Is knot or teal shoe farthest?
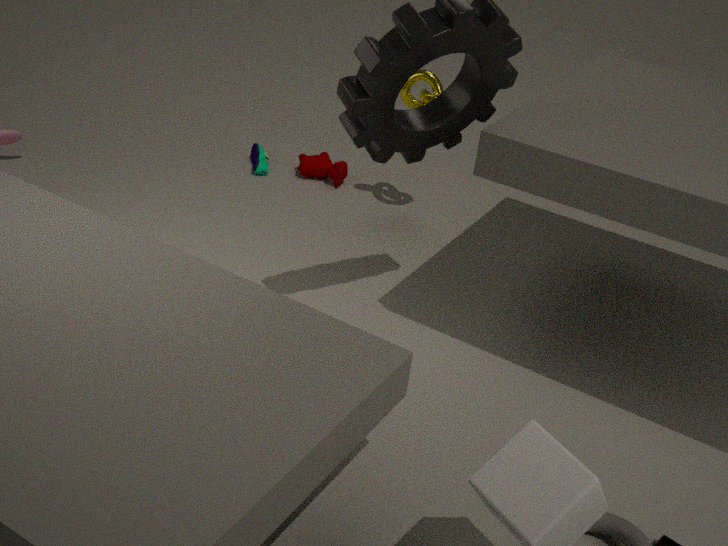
teal shoe
